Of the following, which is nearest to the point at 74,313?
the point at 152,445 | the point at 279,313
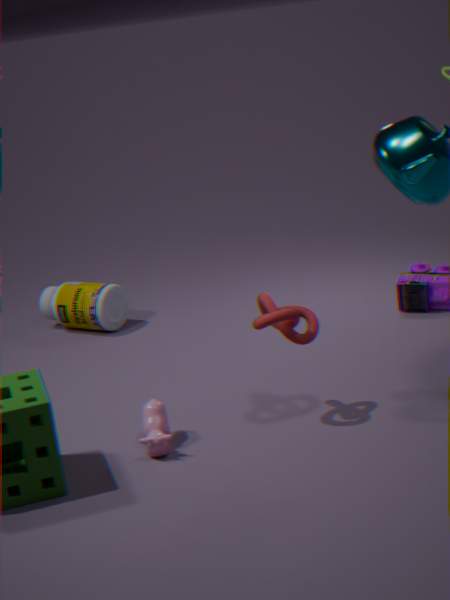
the point at 152,445
